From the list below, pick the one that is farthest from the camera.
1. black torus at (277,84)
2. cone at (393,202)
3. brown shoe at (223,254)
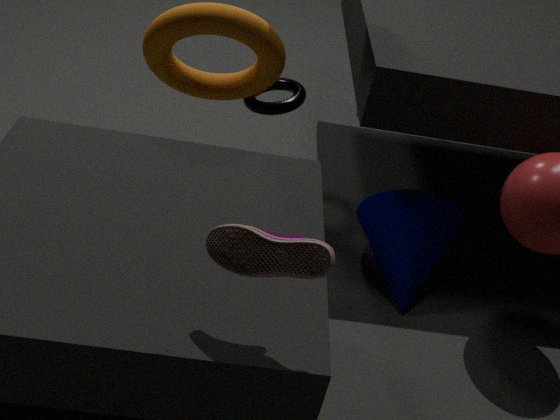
black torus at (277,84)
